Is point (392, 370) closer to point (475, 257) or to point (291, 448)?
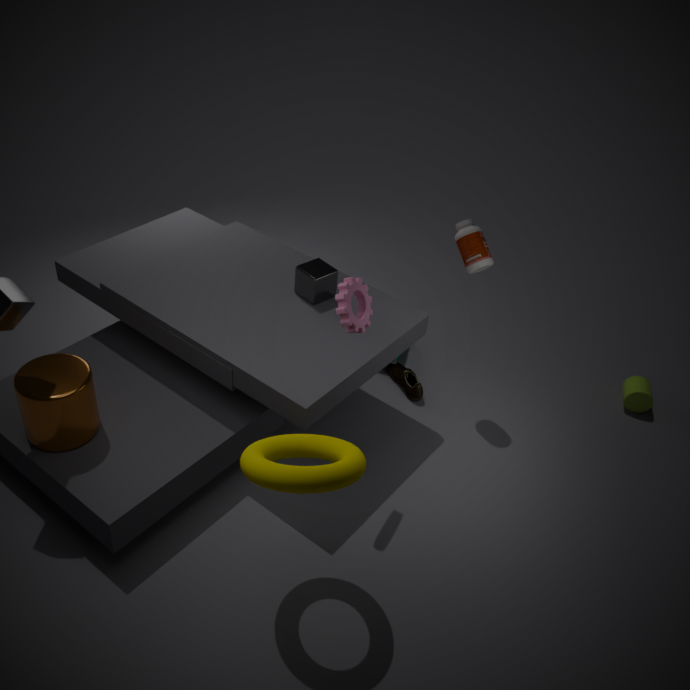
point (475, 257)
